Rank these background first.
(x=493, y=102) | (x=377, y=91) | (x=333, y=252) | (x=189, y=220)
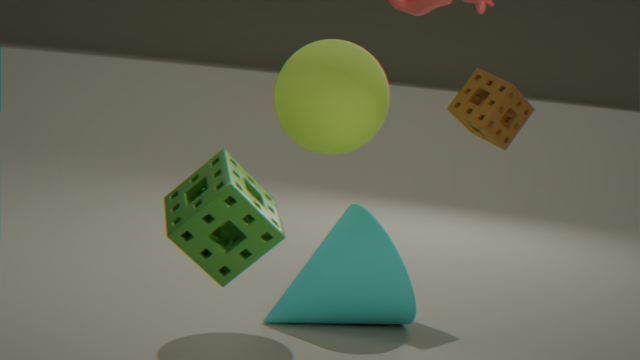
(x=493, y=102)
(x=333, y=252)
(x=377, y=91)
(x=189, y=220)
